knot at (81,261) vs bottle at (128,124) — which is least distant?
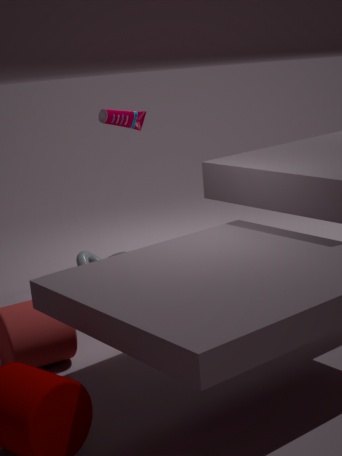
knot at (81,261)
